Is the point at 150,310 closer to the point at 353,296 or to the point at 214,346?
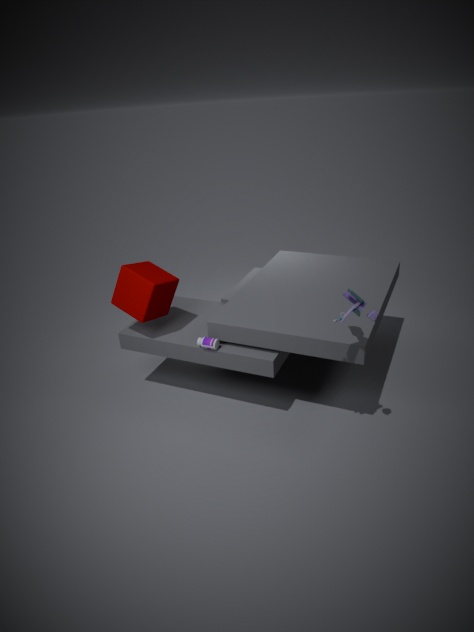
the point at 214,346
